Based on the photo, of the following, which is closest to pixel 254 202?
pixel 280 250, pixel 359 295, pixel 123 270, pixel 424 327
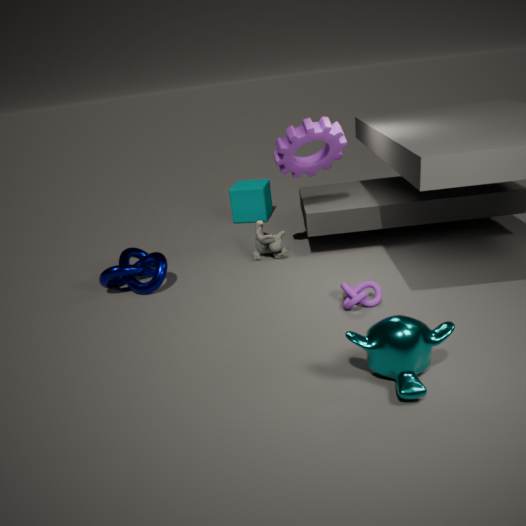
pixel 280 250
